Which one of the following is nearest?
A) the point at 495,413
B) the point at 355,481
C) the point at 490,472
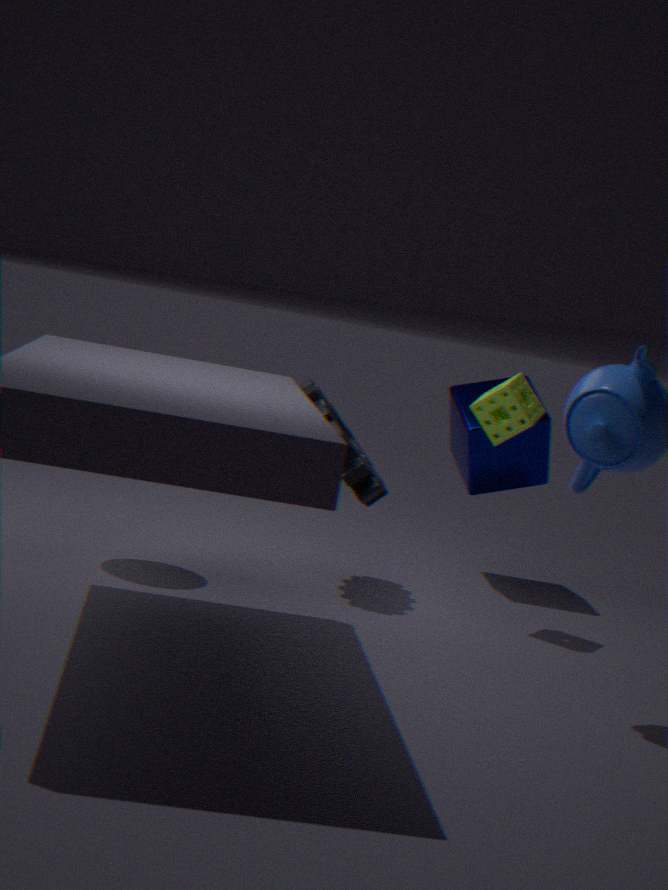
the point at 355,481
